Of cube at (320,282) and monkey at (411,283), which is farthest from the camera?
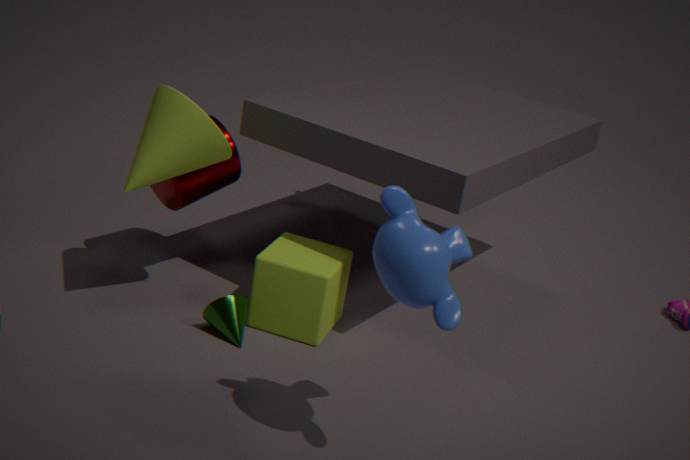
cube at (320,282)
